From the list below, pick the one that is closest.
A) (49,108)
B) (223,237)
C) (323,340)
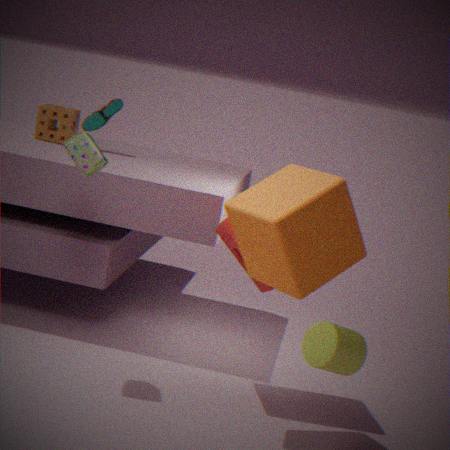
(323,340)
